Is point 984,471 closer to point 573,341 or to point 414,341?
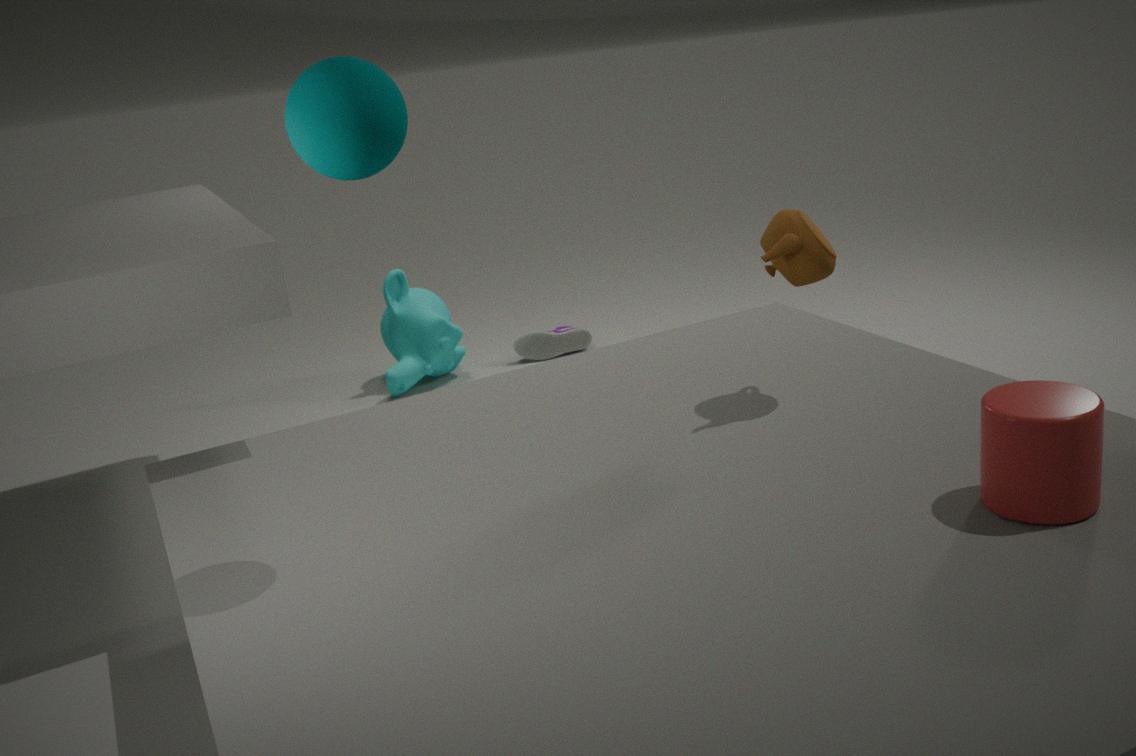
point 573,341
